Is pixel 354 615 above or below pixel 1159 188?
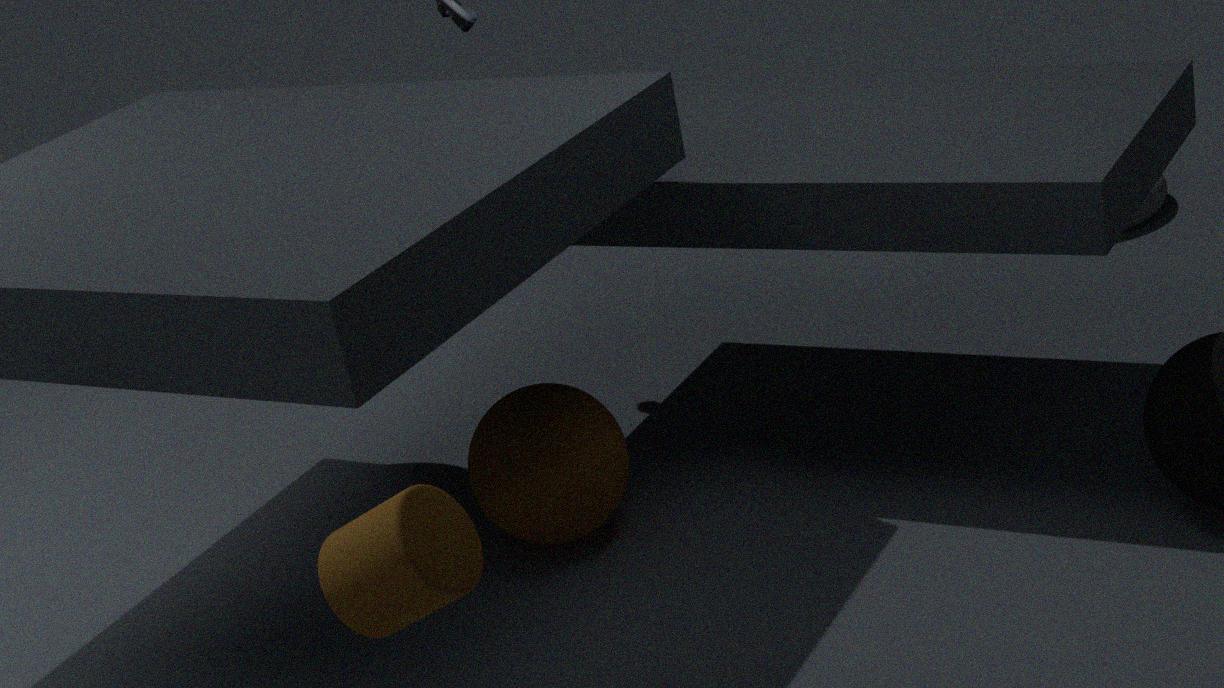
above
